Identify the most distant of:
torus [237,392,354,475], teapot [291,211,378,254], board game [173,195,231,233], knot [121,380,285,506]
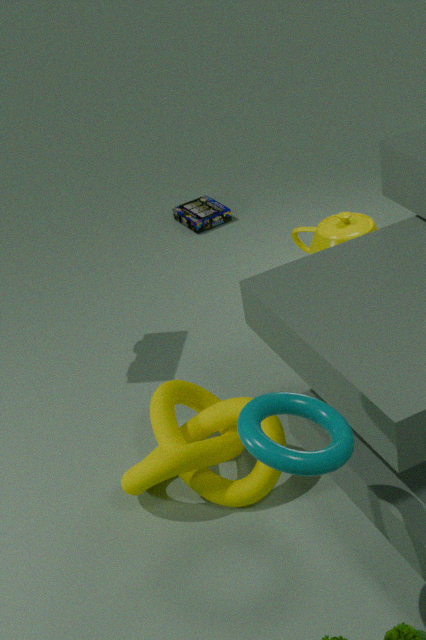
board game [173,195,231,233]
